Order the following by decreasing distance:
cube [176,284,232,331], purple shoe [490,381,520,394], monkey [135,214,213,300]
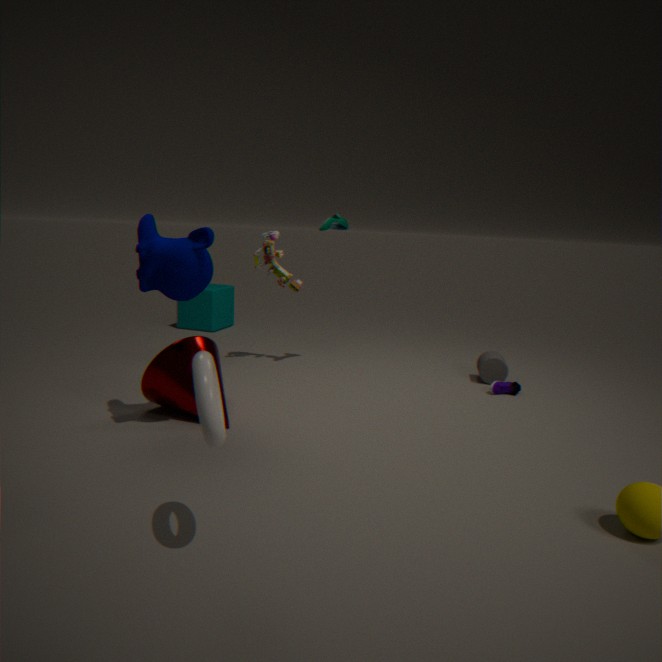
1. cube [176,284,232,331]
2. purple shoe [490,381,520,394]
3. monkey [135,214,213,300]
